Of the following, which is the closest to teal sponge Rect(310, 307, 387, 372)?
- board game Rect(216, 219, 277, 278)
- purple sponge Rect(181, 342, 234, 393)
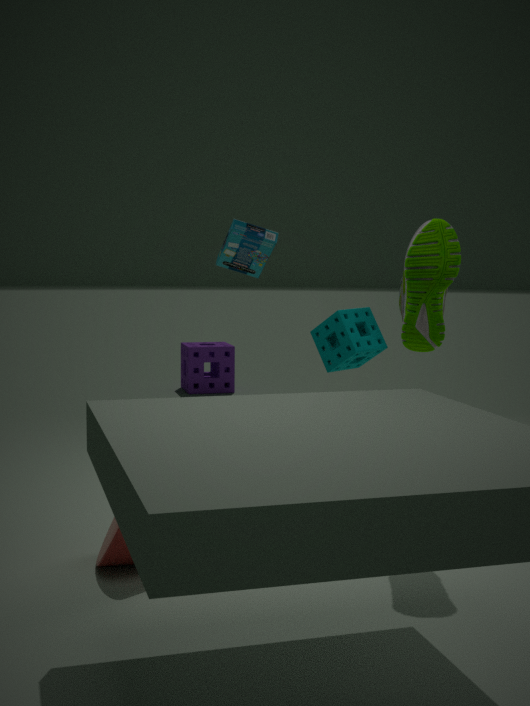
board game Rect(216, 219, 277, 278)
